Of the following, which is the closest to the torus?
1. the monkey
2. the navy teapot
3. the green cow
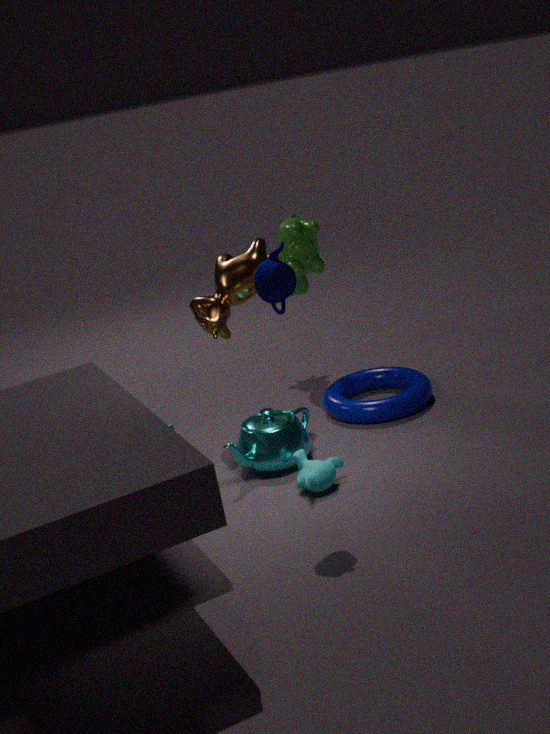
the monkey
